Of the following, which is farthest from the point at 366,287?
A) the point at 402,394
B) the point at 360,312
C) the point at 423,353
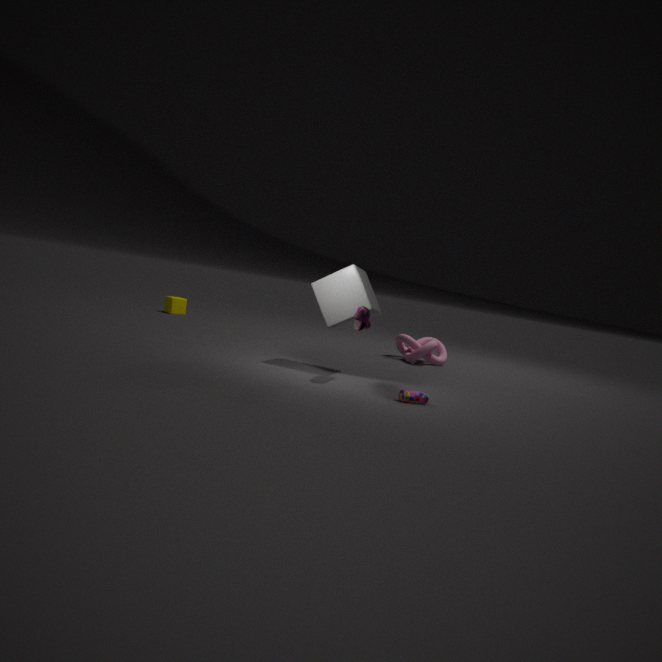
the point at 423,353
